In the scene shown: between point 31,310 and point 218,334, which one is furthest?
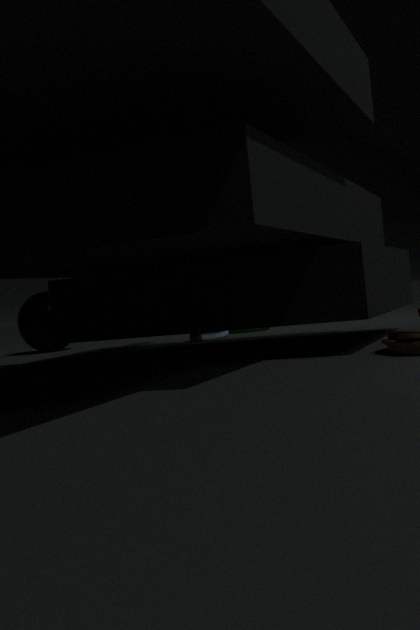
point 31,310
